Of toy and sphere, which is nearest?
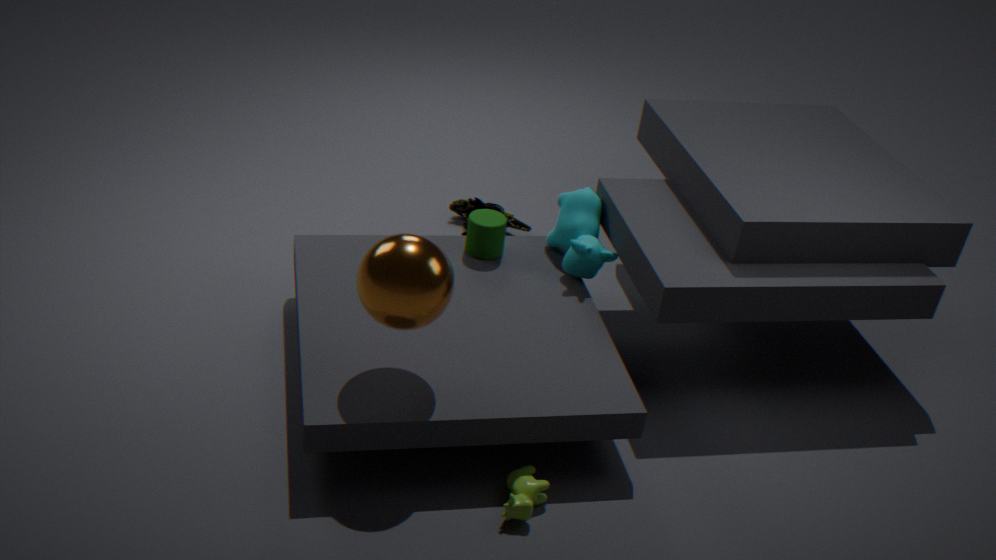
sphere
